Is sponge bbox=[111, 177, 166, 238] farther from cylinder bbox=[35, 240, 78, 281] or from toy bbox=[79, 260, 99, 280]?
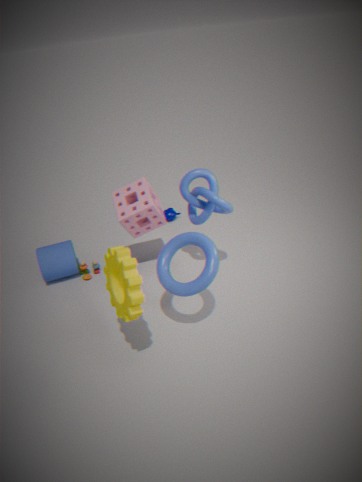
cylinder bbox=[35, 240, 78, 281]
